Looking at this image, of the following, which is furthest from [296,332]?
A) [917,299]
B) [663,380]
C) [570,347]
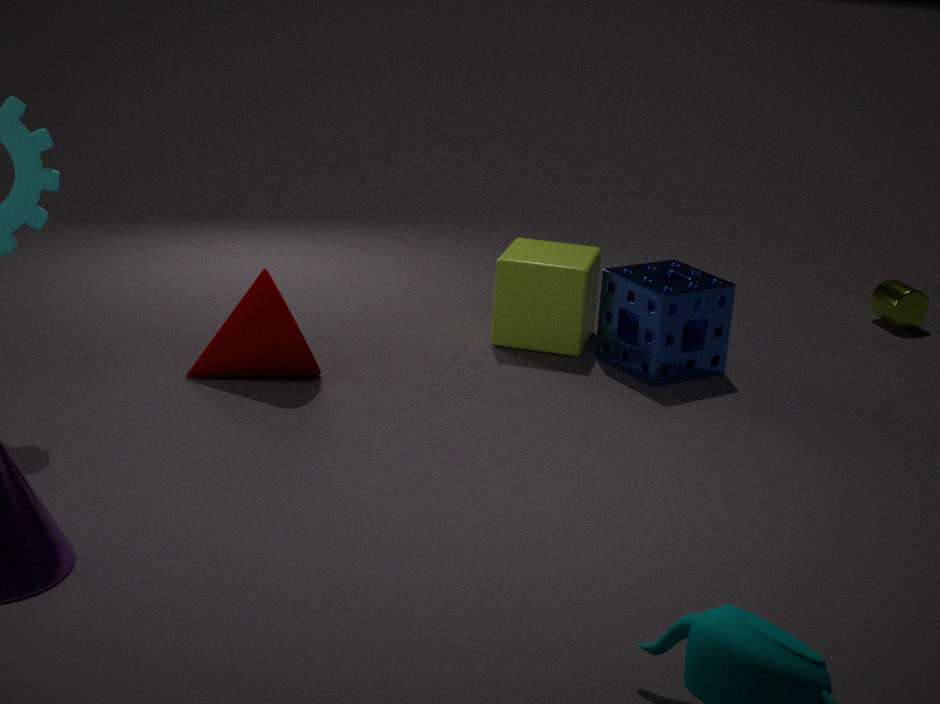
[917,299]
